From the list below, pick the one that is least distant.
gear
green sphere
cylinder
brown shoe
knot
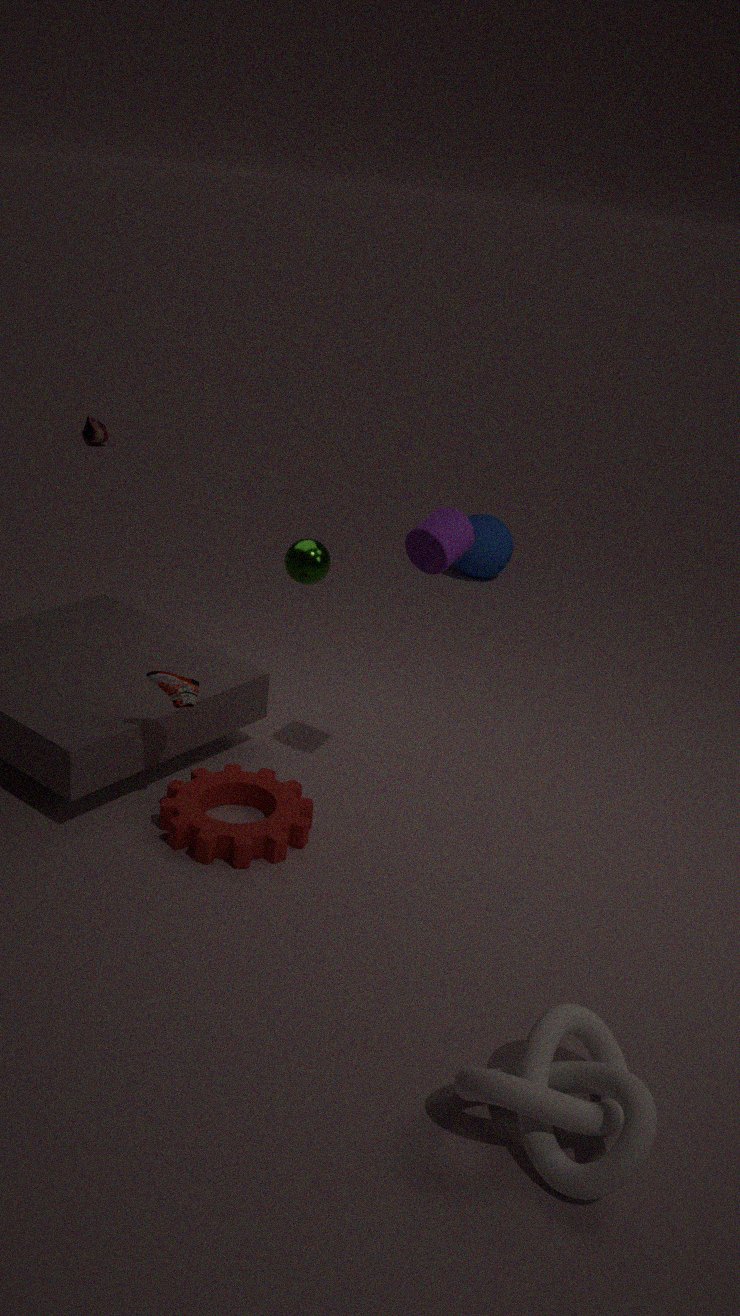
knot
